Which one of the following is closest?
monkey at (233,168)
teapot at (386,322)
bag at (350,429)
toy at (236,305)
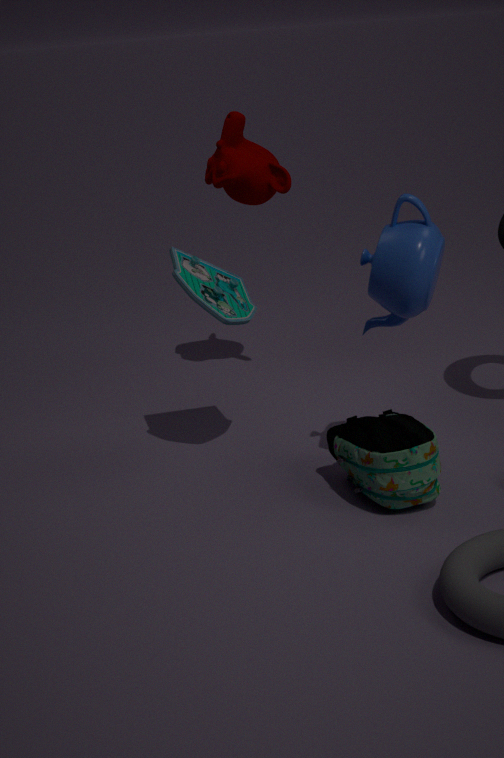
bag at (350,429)
